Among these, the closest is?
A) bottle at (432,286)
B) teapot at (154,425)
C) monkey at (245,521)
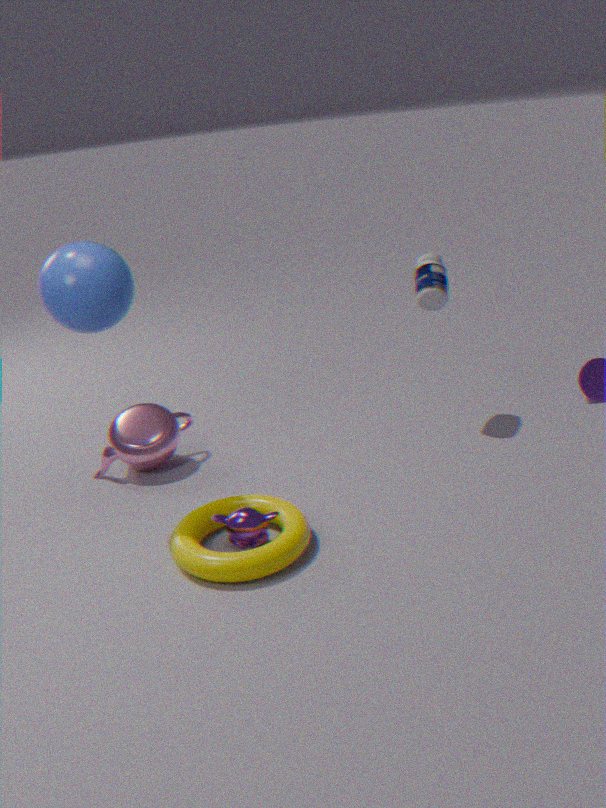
monkey at (245,521)
